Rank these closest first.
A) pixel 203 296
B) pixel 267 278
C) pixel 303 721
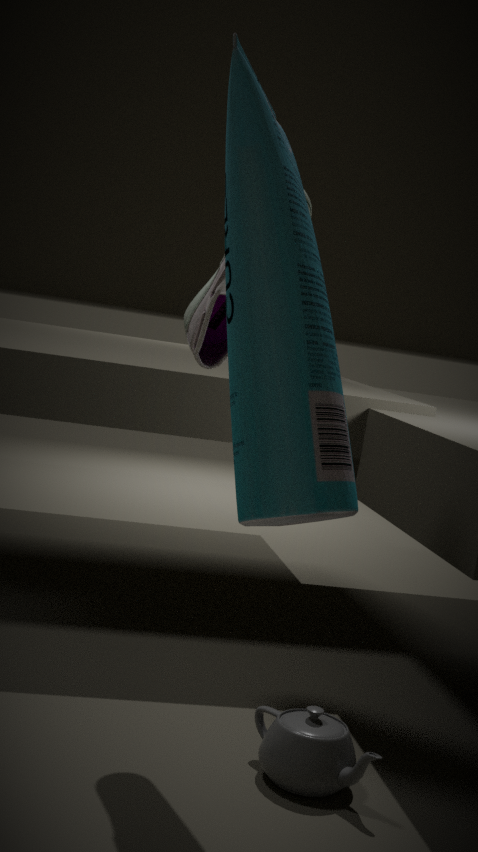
pixel 267 278 < pixel 303 721 < pixel 203 296
